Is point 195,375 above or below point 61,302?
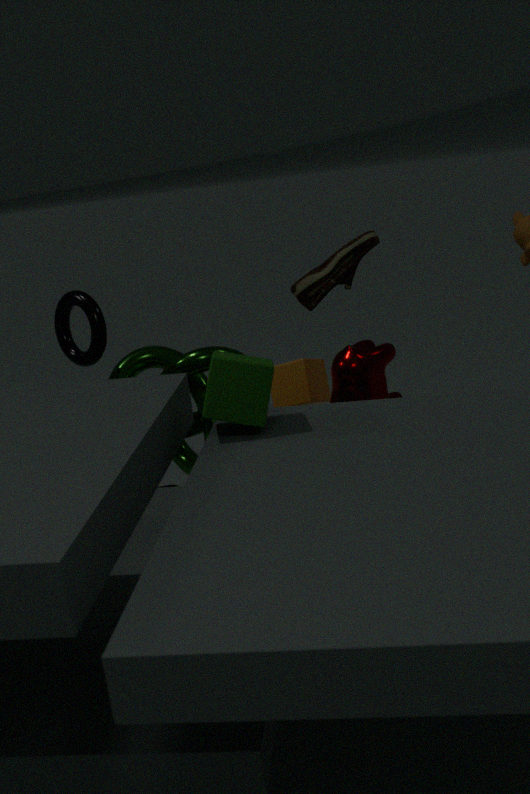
below
